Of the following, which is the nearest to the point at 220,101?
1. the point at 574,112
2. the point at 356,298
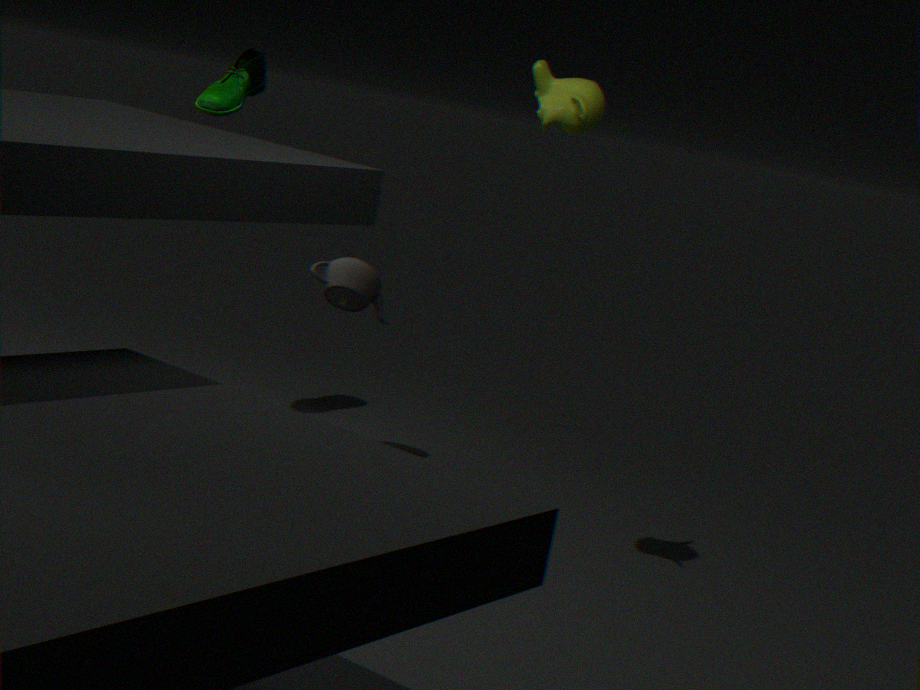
the point at 356,298
